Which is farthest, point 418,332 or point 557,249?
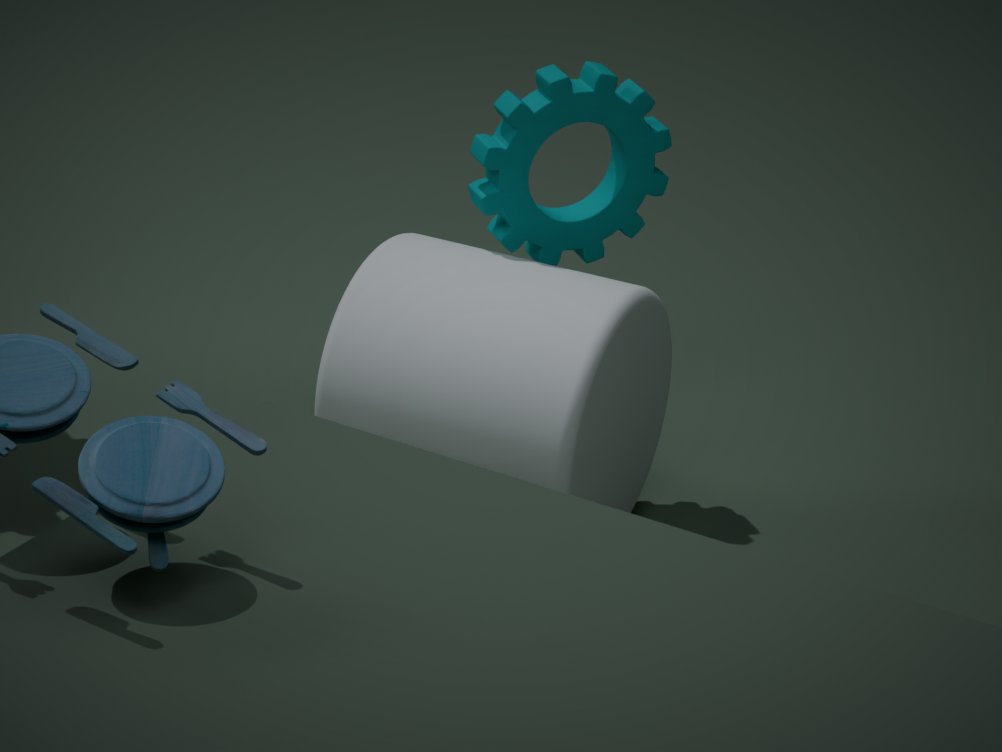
point 557,249
